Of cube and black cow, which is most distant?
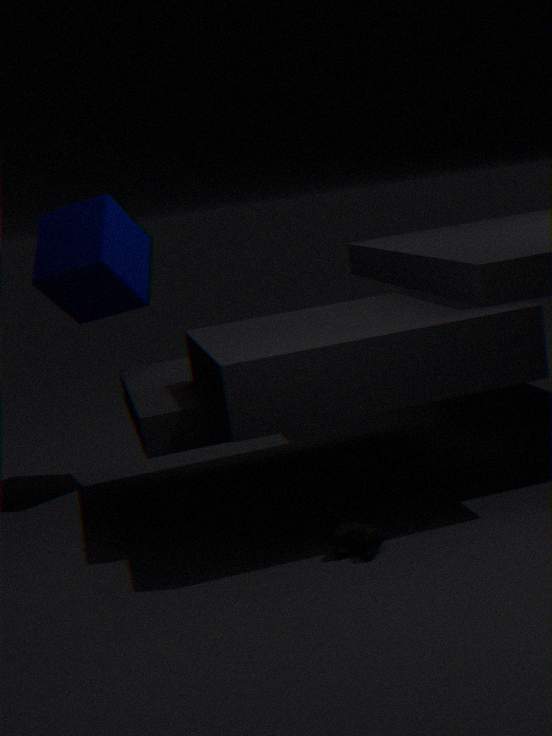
cube
